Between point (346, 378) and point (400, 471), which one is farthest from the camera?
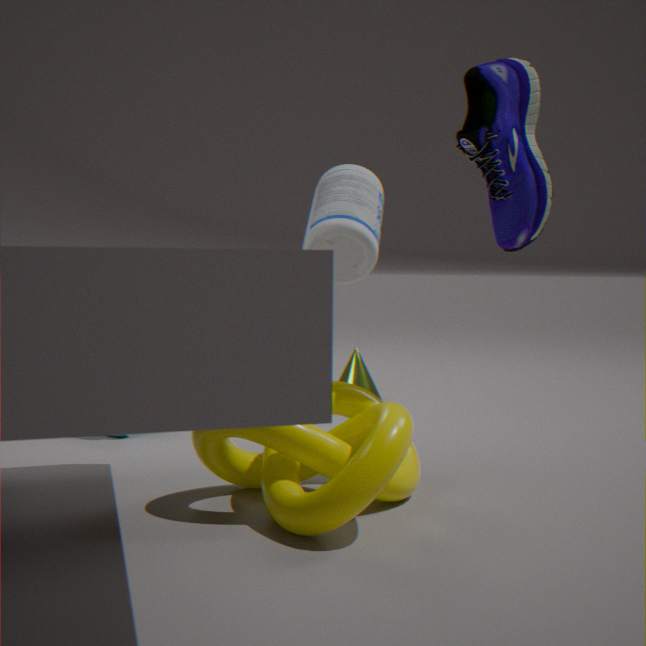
point (346, 378)
